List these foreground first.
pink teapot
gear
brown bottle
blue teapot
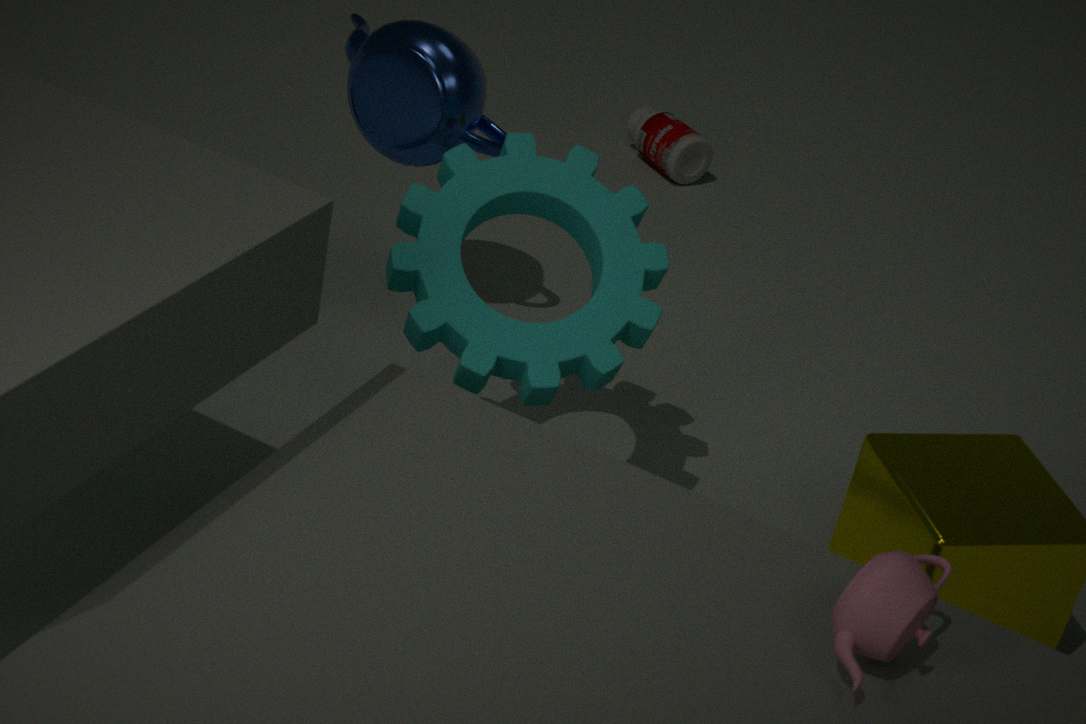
pink teapot, gear, blue teapot, brown bottle
